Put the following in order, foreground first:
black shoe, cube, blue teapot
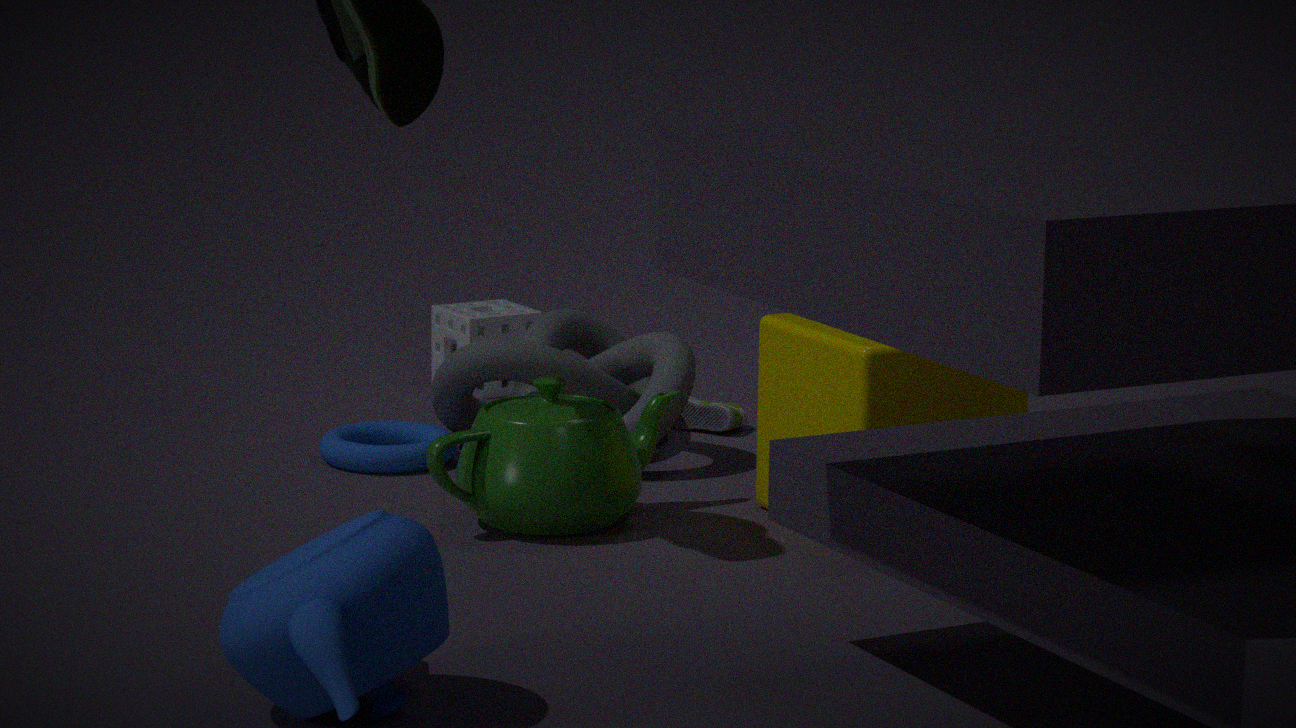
blue teapot < cube < black shoe
